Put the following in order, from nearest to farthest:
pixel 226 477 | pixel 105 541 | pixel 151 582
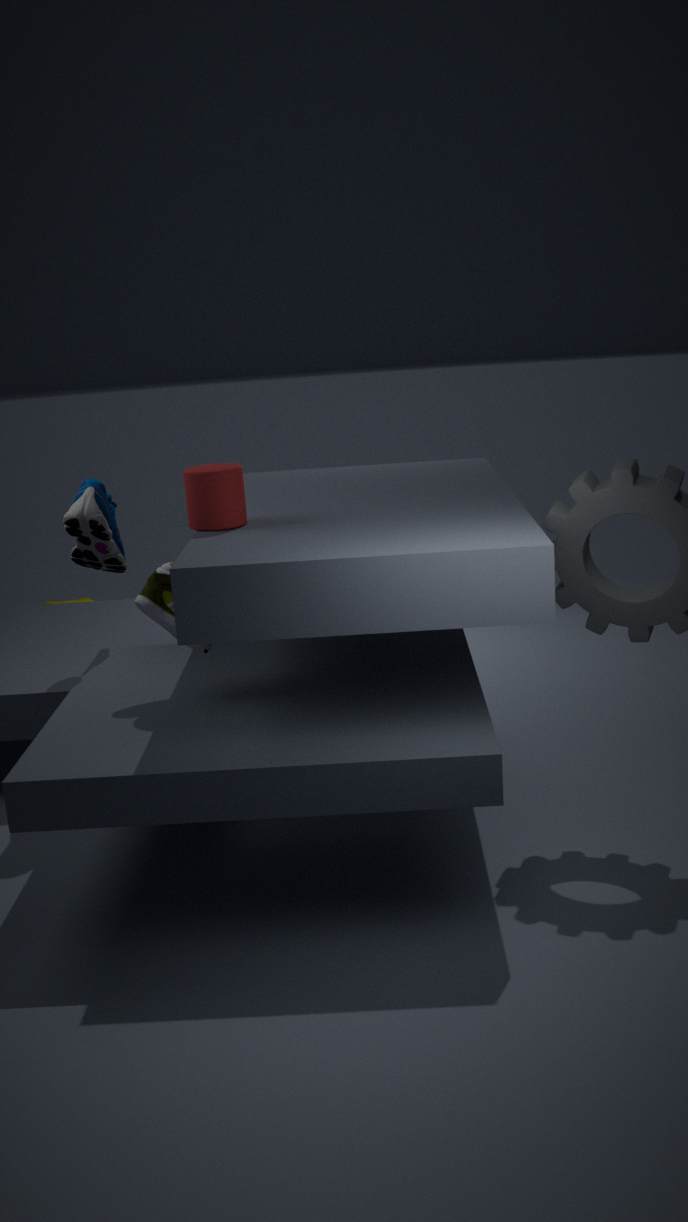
1. pixel 226 477
2. pixel 151 582
3. pixel 105 541
